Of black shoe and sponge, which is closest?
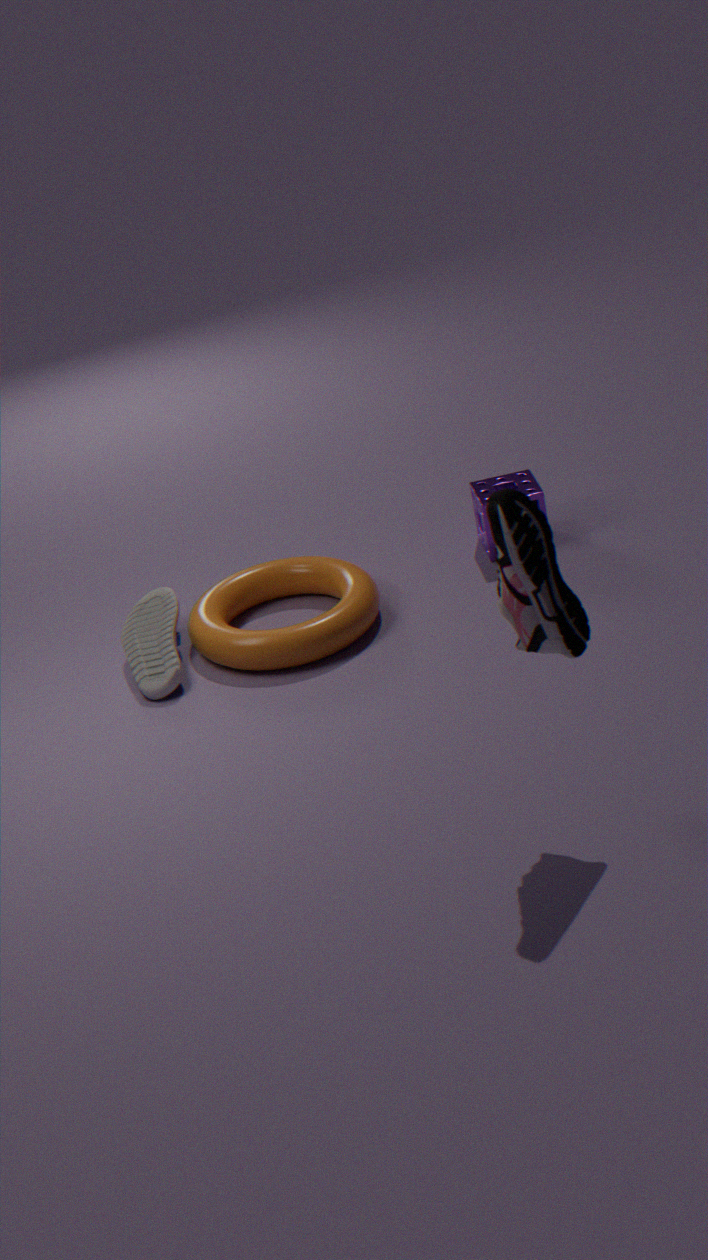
black shoe
